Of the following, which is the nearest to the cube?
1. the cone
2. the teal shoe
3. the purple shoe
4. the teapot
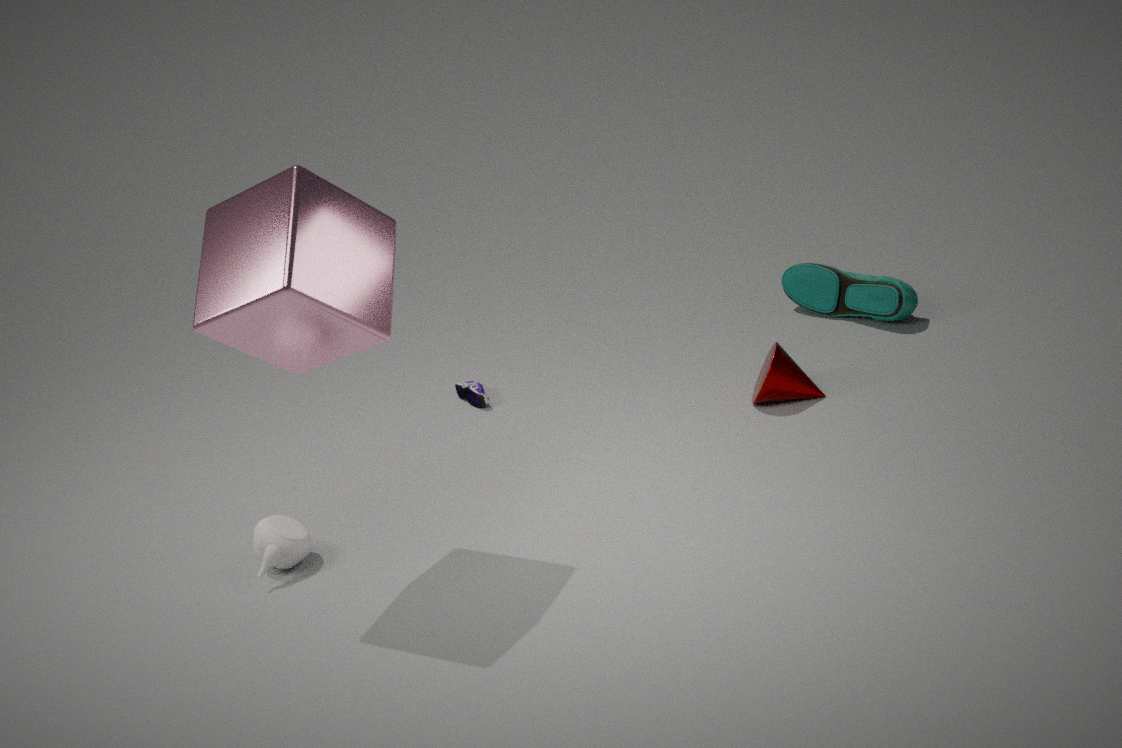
A: the teapot
